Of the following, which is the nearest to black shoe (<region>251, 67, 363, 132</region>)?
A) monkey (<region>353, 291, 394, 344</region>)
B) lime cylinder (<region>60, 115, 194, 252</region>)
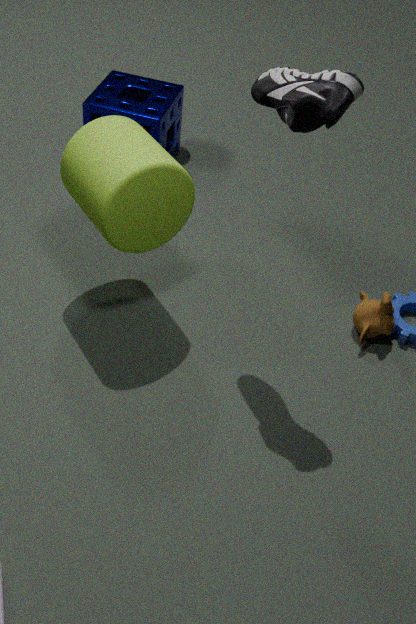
lime cylinder (<region>60, 115, 194, 252</region>)
